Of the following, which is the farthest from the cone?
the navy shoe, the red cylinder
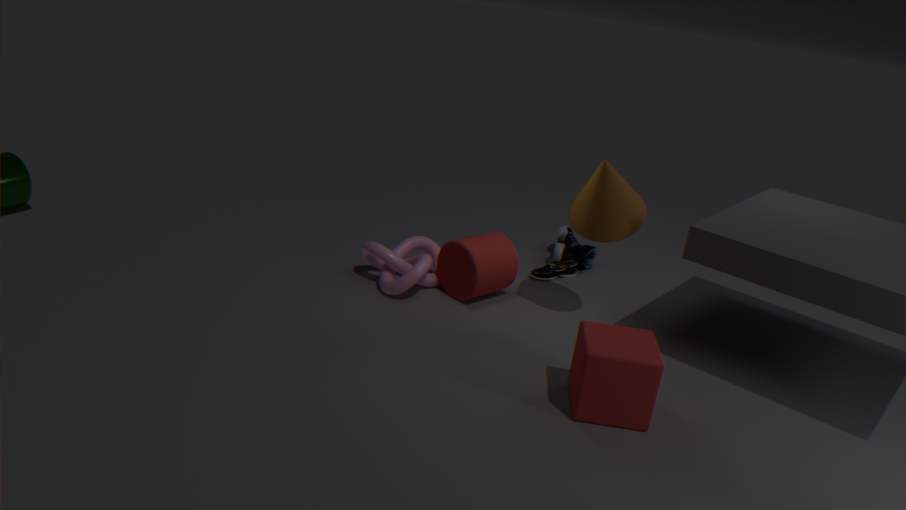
the navy shoe
